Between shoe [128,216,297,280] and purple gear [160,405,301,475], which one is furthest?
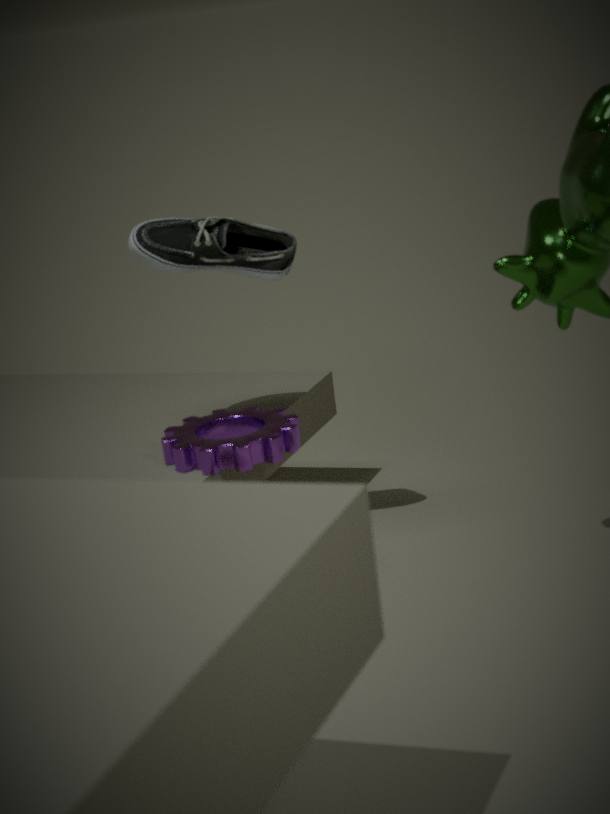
shoe [128,216,297,280]
